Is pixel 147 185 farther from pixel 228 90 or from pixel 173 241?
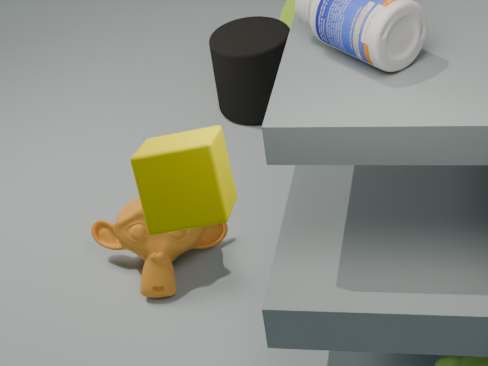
pixel 228 90
